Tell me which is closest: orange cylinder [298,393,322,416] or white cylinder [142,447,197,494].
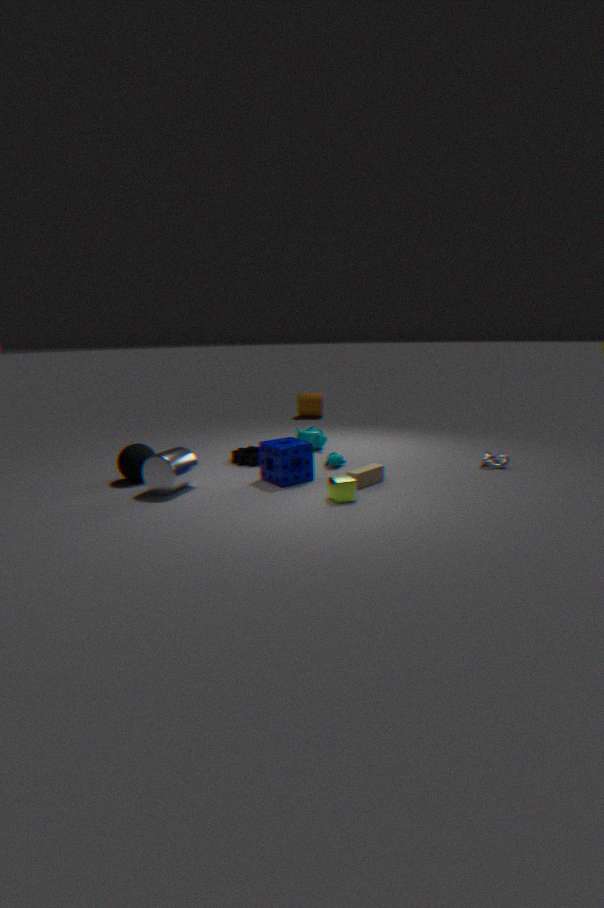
white cylinder [142,447,197,494]
